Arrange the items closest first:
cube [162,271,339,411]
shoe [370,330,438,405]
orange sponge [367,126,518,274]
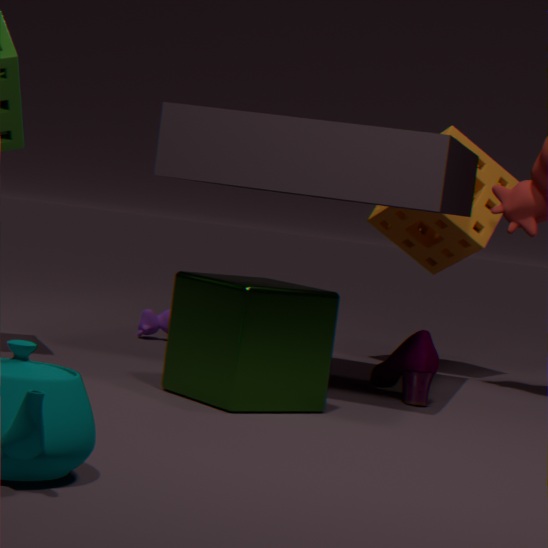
cube [162,271,339,411], shoe [370,330,438,405], orange sponge [367,126,518,274]
